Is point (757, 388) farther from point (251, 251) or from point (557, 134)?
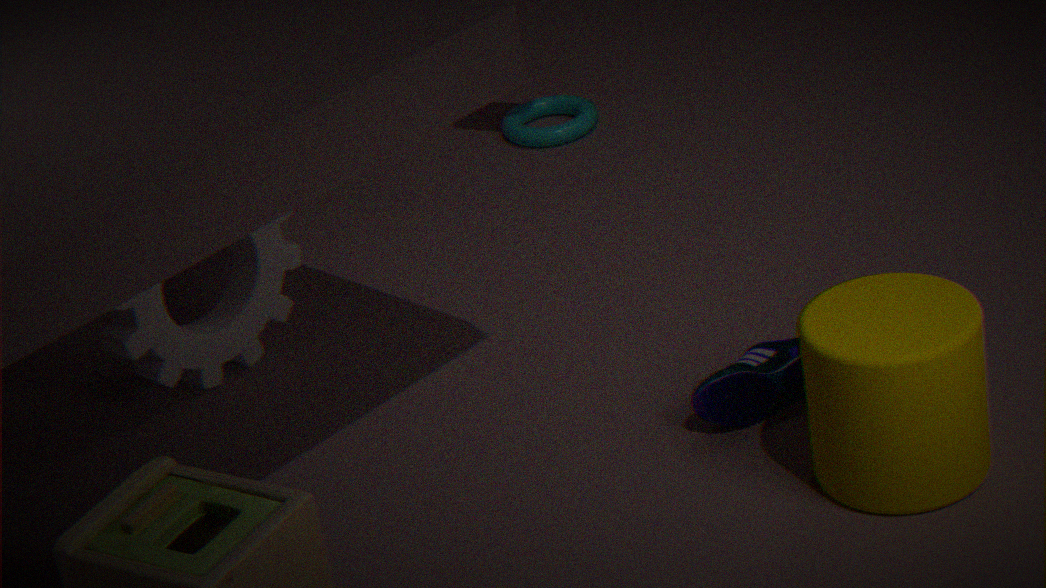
point (557, 134)
